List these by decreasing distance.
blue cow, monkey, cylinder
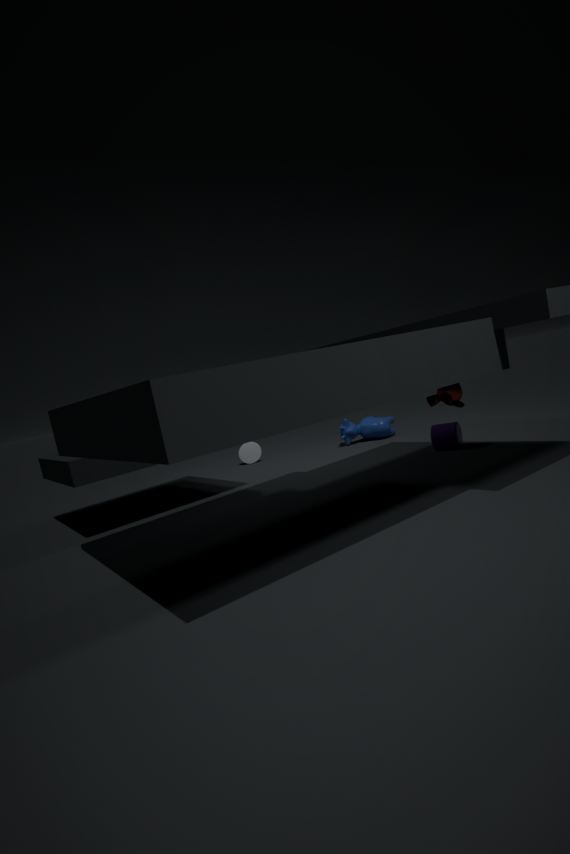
blue cow, cylinder, monkey
